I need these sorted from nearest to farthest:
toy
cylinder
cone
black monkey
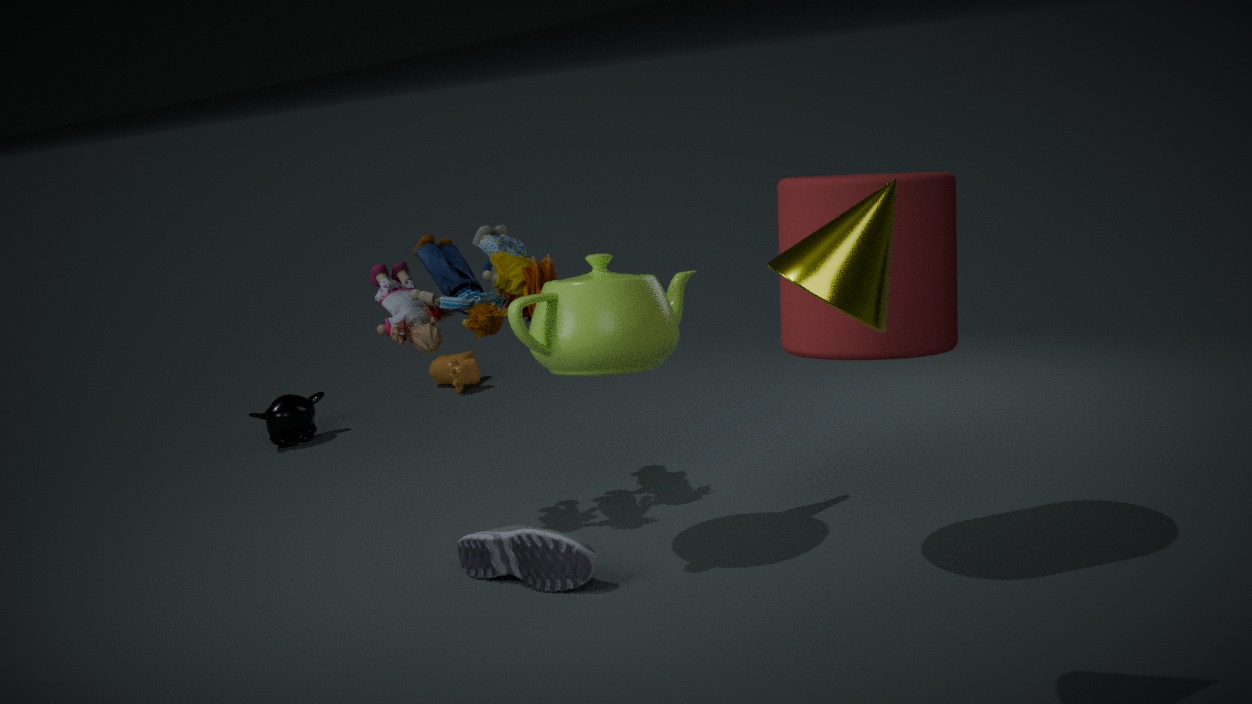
1. cone
2. cylinder
3. toy
4. black monkey
